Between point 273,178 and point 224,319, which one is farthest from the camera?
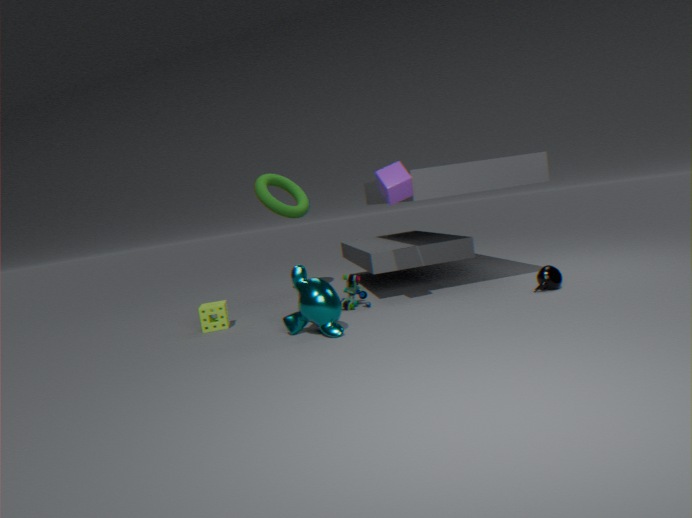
point 273,178
